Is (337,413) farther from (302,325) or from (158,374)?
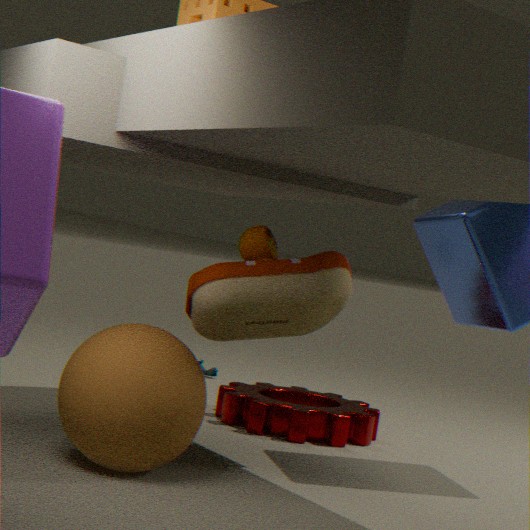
(158,374)
